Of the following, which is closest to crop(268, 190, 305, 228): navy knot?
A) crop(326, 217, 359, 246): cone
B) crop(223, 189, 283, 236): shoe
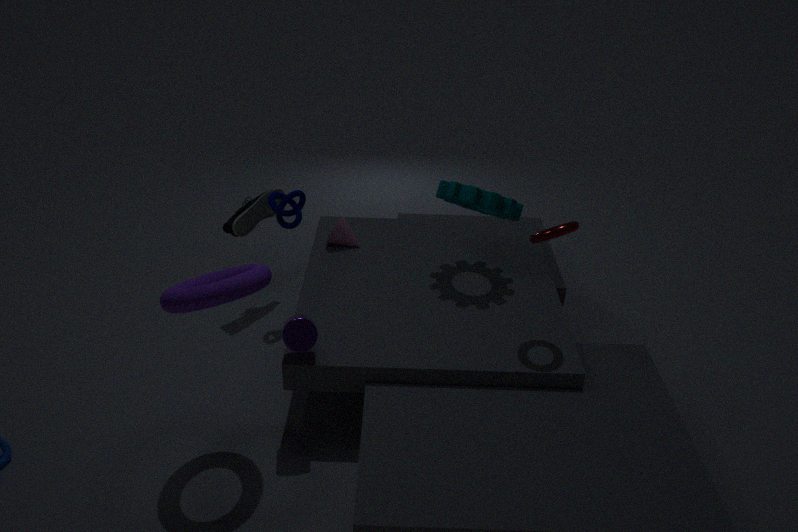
crop(223, 189, 283, 236): shoe
